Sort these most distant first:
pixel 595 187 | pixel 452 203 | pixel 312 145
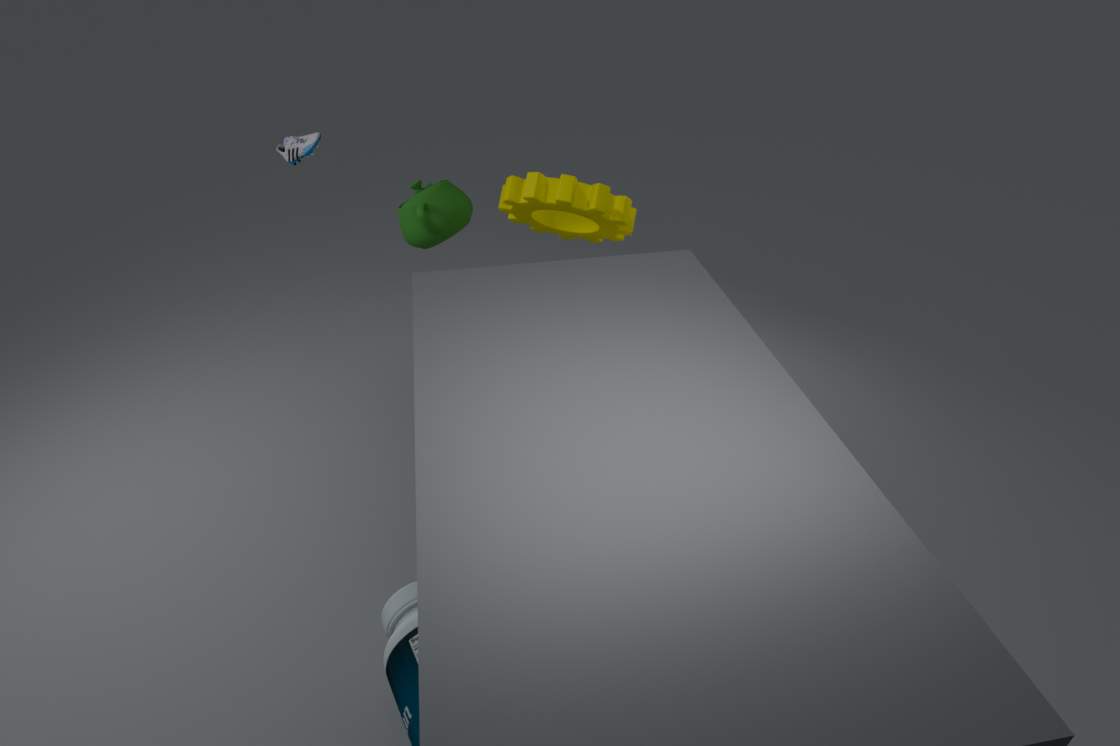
pixel 452 203 → pixel 312 145 → pixel 595 187
